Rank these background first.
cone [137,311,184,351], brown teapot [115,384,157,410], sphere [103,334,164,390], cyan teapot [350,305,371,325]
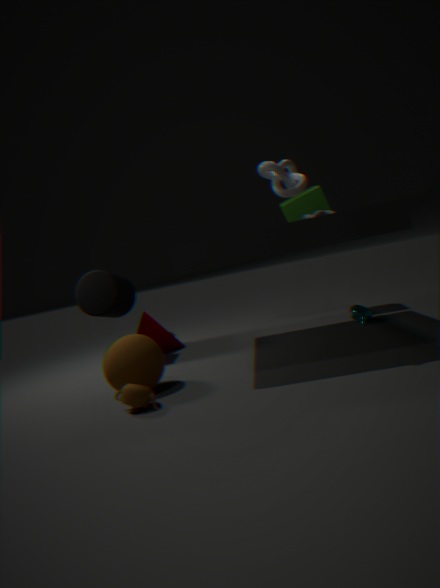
1. cone [137,311,184,351]
2. cyan teapot [350,305,371,325]
3. sphere [103,334,164,390]
4. brown teapot [115,384,157,410]
